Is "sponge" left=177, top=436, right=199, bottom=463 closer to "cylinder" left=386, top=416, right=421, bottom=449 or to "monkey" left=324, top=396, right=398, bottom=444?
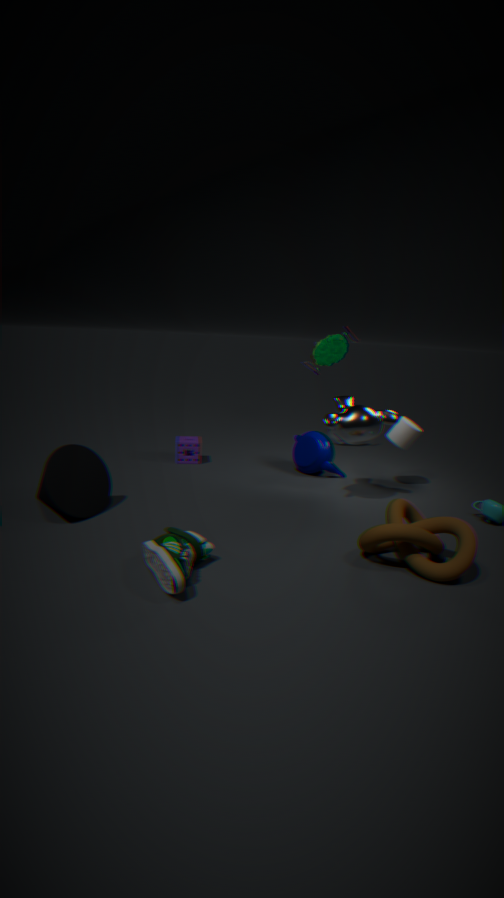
"monkey" left=324, top=396, right=398, bottom=444
